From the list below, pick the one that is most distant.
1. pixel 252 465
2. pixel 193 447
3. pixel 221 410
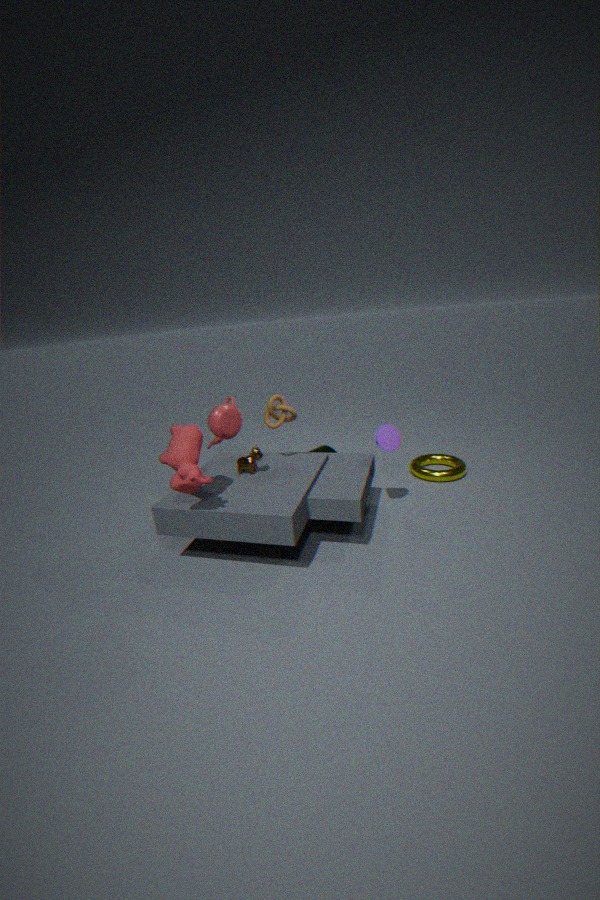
pixel 221 410
